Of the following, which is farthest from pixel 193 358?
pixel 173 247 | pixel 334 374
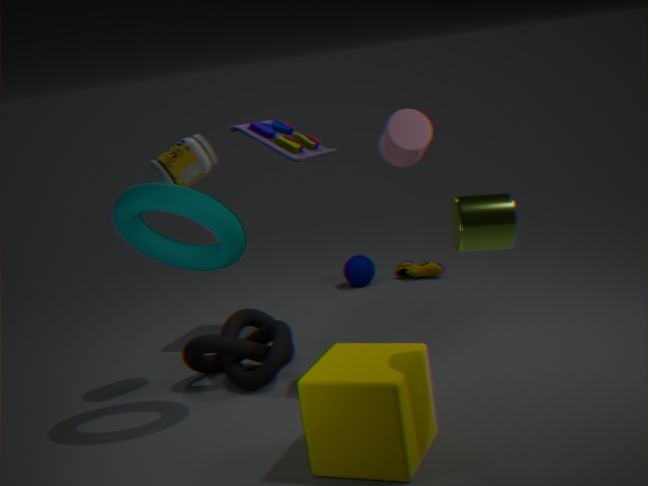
pixel 334 374
